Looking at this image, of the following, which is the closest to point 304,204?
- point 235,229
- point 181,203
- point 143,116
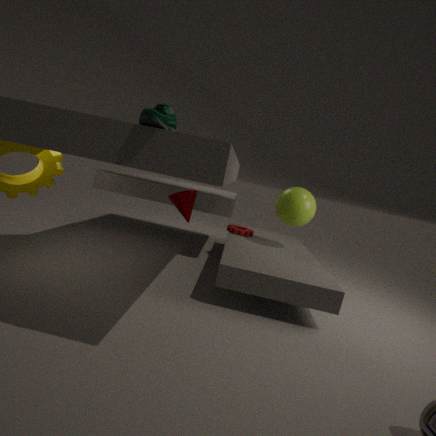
point 235,229
